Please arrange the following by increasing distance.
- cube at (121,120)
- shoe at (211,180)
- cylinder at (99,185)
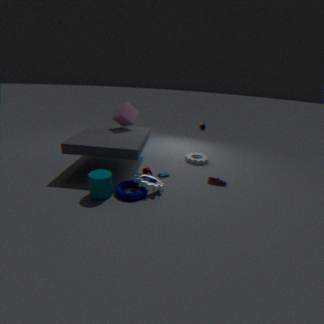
cylinder at (99,185), shoe at (211,180), cube at (121,120)
